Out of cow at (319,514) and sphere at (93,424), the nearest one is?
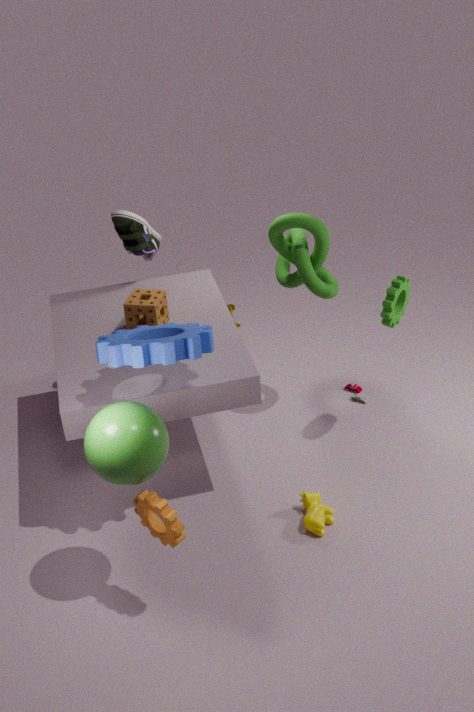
sphere at (93,424)
